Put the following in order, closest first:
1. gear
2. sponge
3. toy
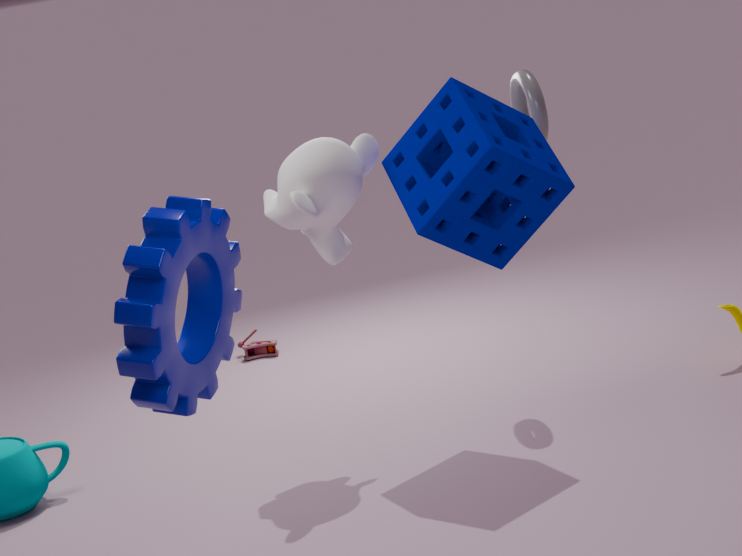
gear
sponge
toy
